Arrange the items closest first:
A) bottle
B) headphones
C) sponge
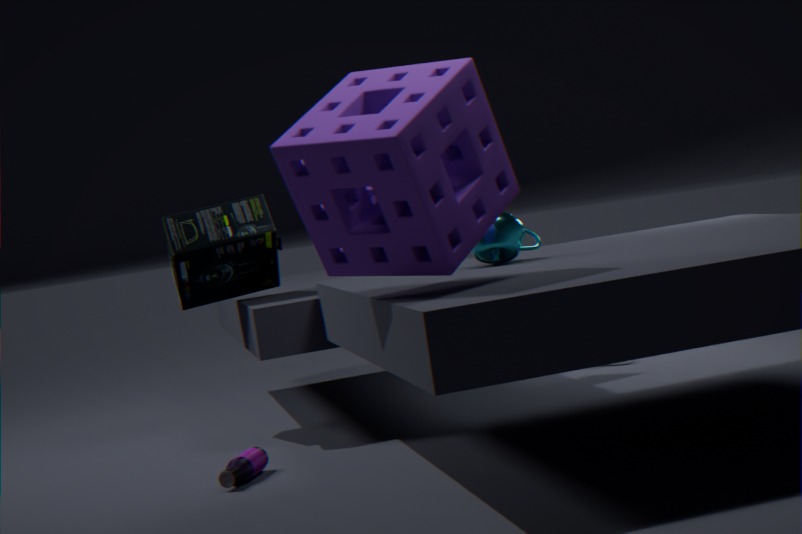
sponge
bottle
headphones
